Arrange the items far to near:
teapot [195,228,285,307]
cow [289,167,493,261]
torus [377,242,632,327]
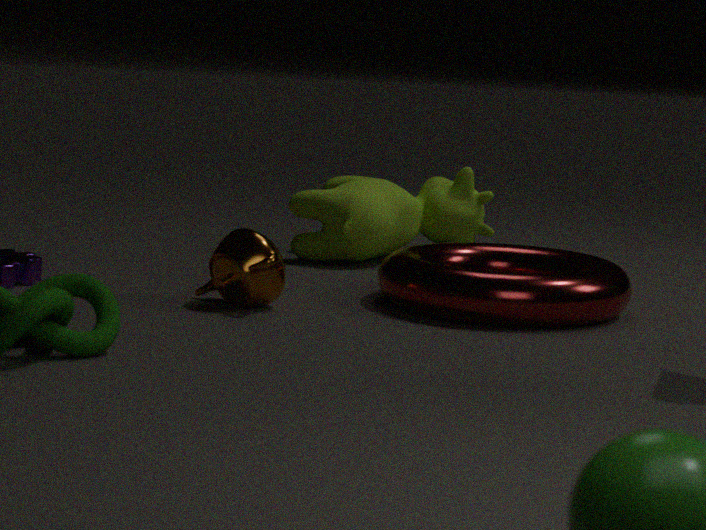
cow [289,167,493,261] < teapot [195,228,285,307] < torus [377,242,632,327]
